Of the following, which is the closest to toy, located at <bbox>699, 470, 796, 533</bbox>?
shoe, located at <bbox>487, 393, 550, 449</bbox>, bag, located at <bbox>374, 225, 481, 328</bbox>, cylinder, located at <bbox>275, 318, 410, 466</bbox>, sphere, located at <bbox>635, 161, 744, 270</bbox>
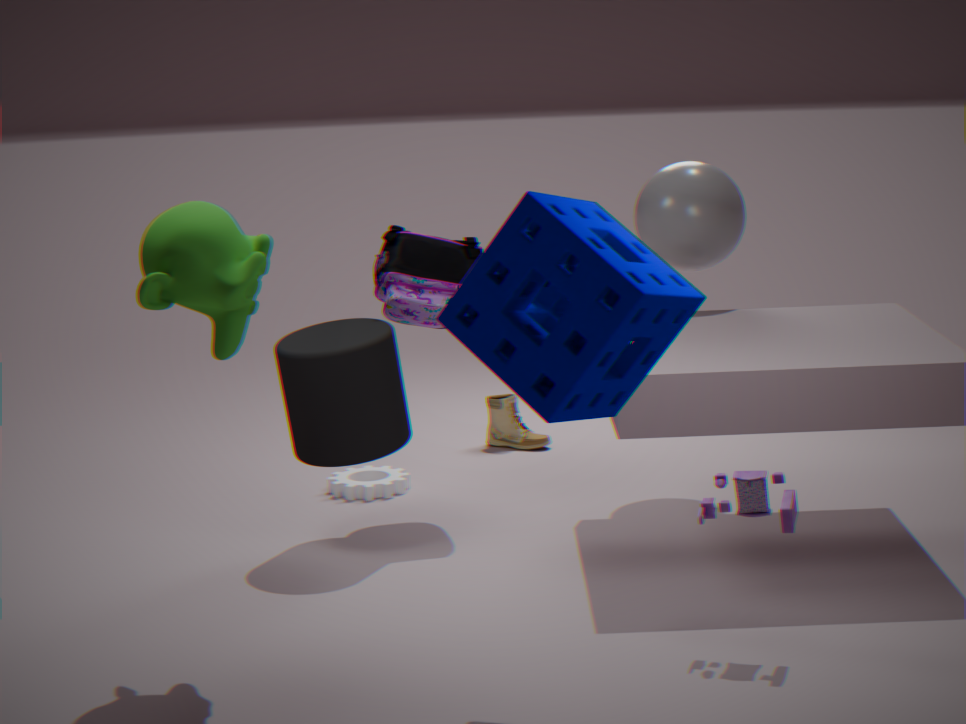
cylinder, located at <bbox>275, 318, 410, 466</bbox>
